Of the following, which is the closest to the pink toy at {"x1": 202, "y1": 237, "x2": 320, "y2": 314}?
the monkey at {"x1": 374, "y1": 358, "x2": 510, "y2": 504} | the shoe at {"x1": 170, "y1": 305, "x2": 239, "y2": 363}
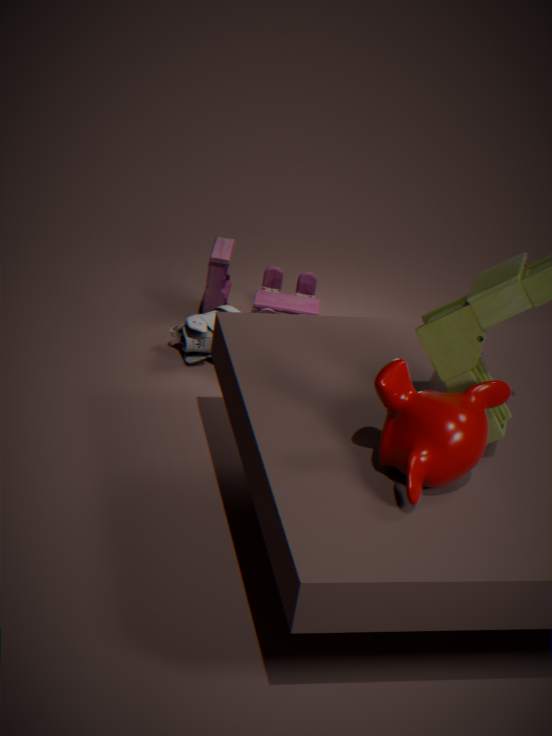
the shoe at {"x1": 170, "y1": 305, "x2": 239, "y2": 363}
